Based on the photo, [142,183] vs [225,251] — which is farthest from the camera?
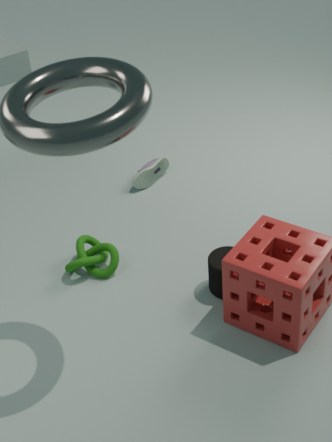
[142,183]
